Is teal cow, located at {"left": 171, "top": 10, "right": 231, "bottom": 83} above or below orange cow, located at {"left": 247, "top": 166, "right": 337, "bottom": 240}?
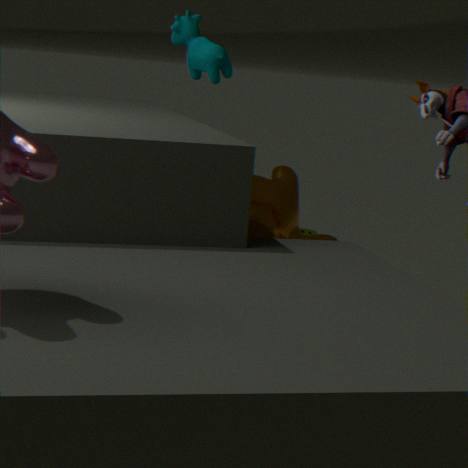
above
